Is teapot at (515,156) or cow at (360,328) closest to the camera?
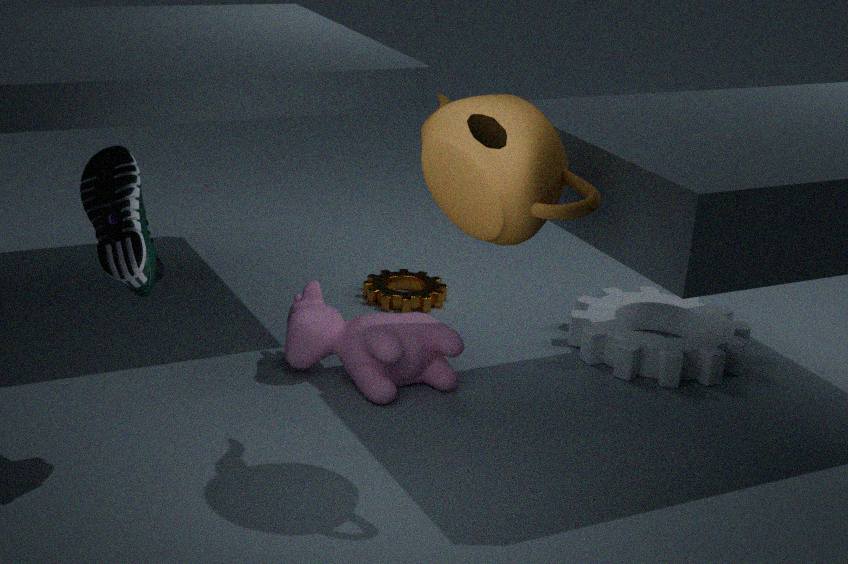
teapot at (515,156)
